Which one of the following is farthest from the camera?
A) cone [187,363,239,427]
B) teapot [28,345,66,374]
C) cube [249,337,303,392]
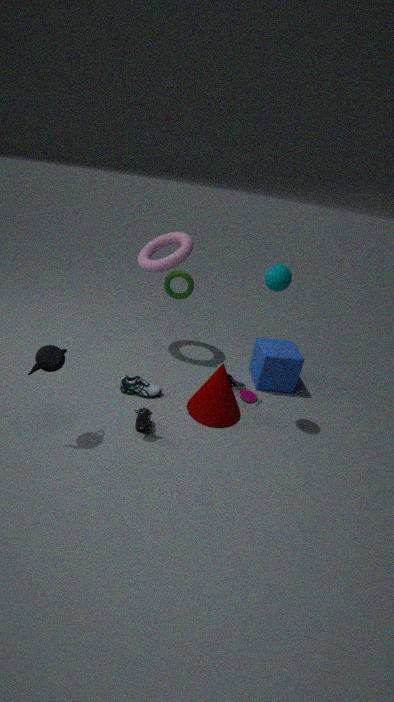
cube [249,337,303,392]
